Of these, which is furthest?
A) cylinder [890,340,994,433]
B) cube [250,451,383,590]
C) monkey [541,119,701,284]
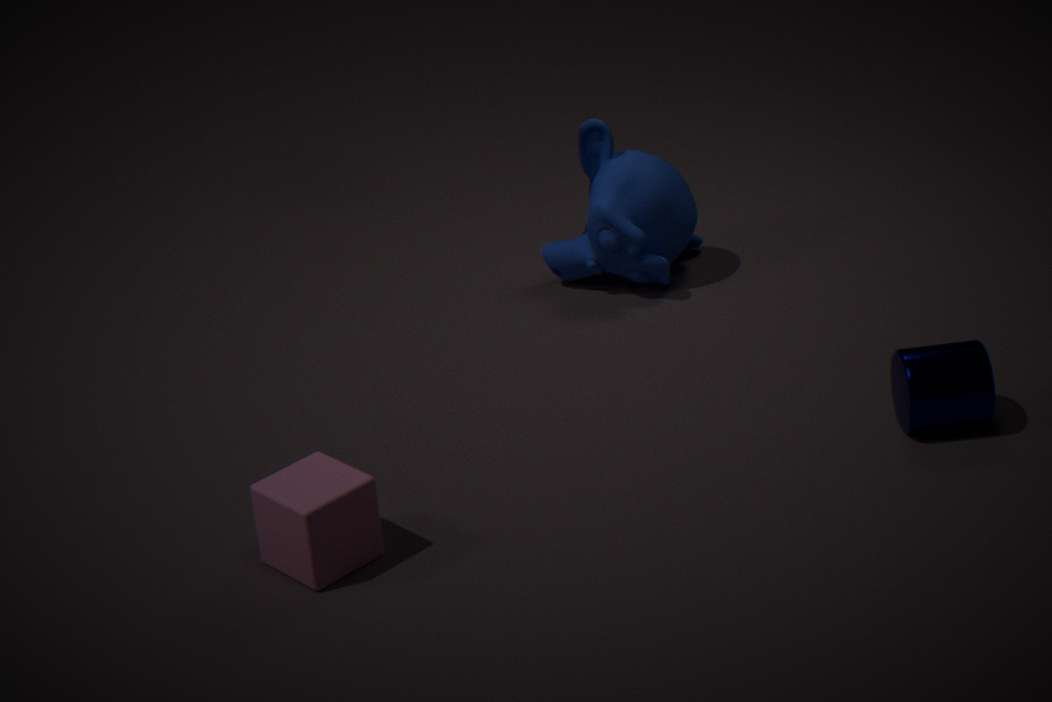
monkey [541,119,701,284]
